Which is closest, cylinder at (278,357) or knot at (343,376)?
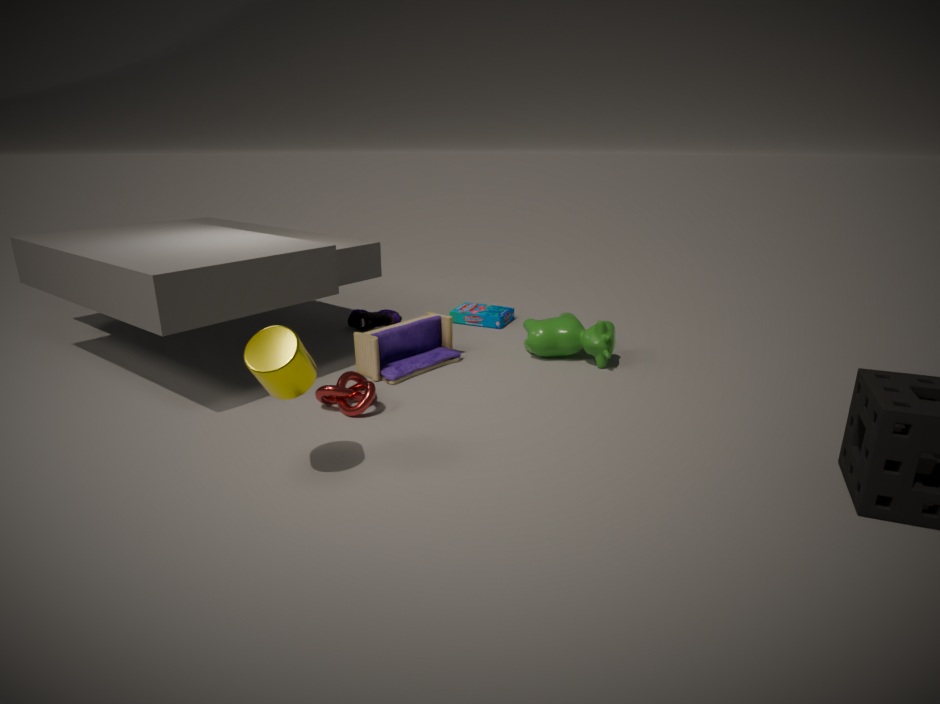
cylinder at (278,357)
